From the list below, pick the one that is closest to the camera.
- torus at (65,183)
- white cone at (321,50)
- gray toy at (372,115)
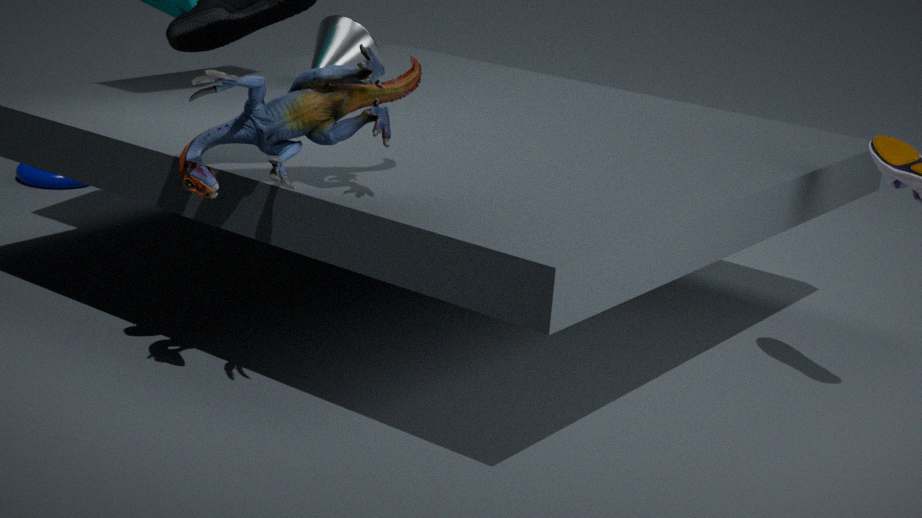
gray toy at (372,115)
